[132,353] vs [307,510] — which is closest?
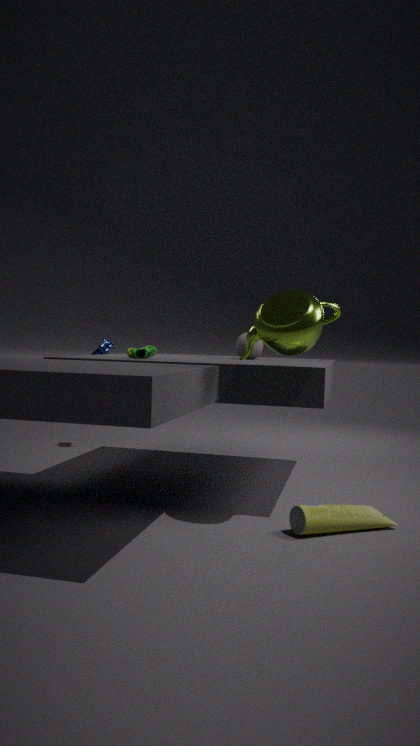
[307,510]
